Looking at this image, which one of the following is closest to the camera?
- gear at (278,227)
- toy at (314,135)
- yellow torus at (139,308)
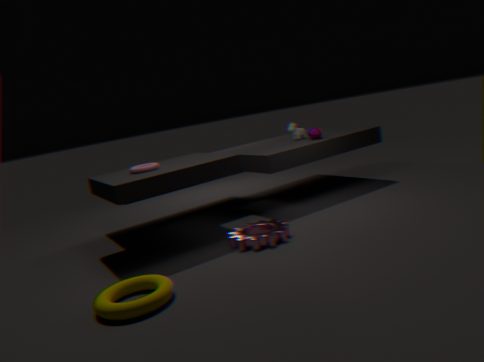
yellow torus at (139,308)
